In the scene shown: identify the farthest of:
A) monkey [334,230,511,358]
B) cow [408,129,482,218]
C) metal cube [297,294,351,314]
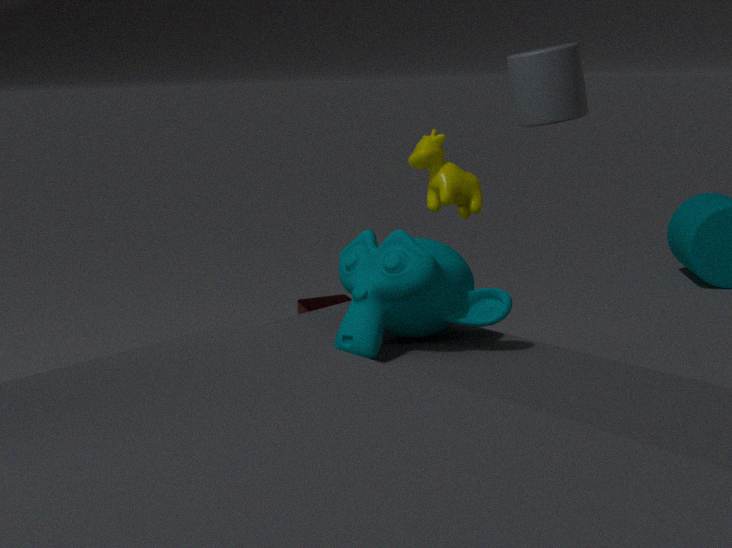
metal cube [297,294,351,314]
